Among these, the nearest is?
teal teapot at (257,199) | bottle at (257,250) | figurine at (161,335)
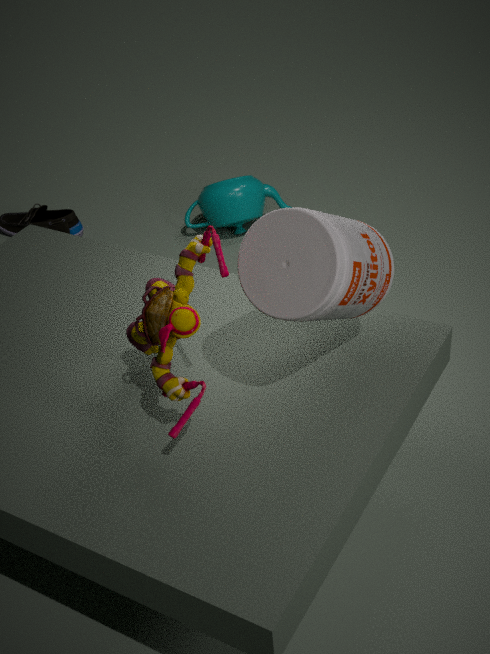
bottle at (257,250)
